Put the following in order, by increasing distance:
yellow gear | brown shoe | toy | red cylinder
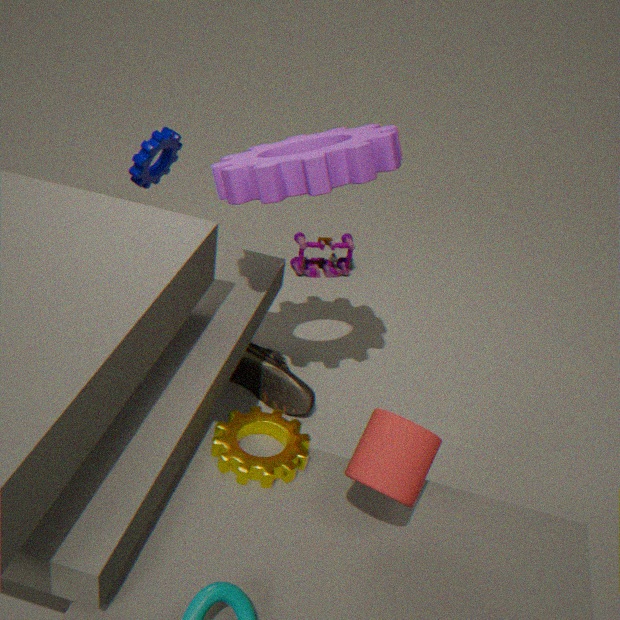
red cylinder < yellow gear < brown shoe < toy
